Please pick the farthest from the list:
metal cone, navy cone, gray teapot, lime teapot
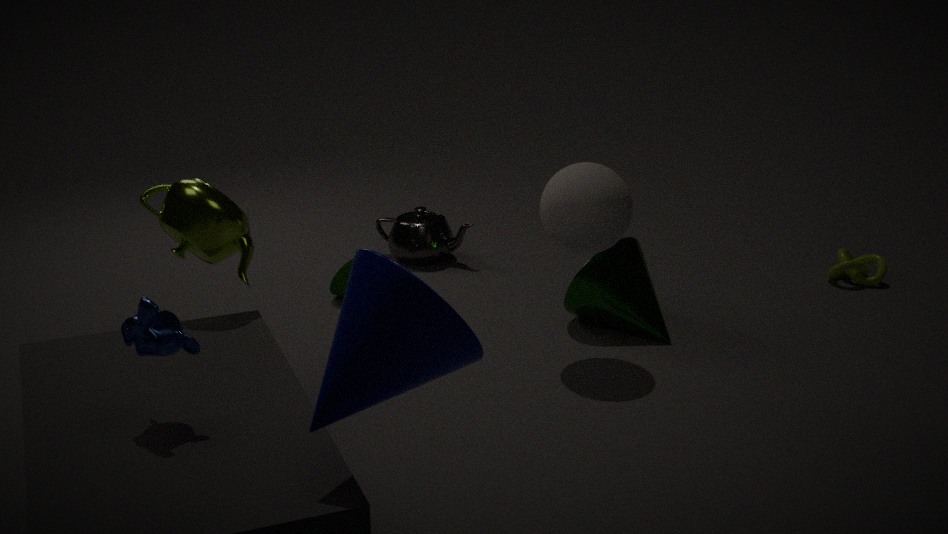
gray teapot
